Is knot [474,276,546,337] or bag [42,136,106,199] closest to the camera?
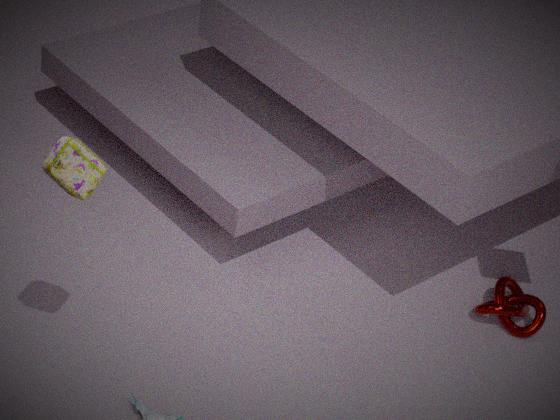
bag [42,136,106,199]
